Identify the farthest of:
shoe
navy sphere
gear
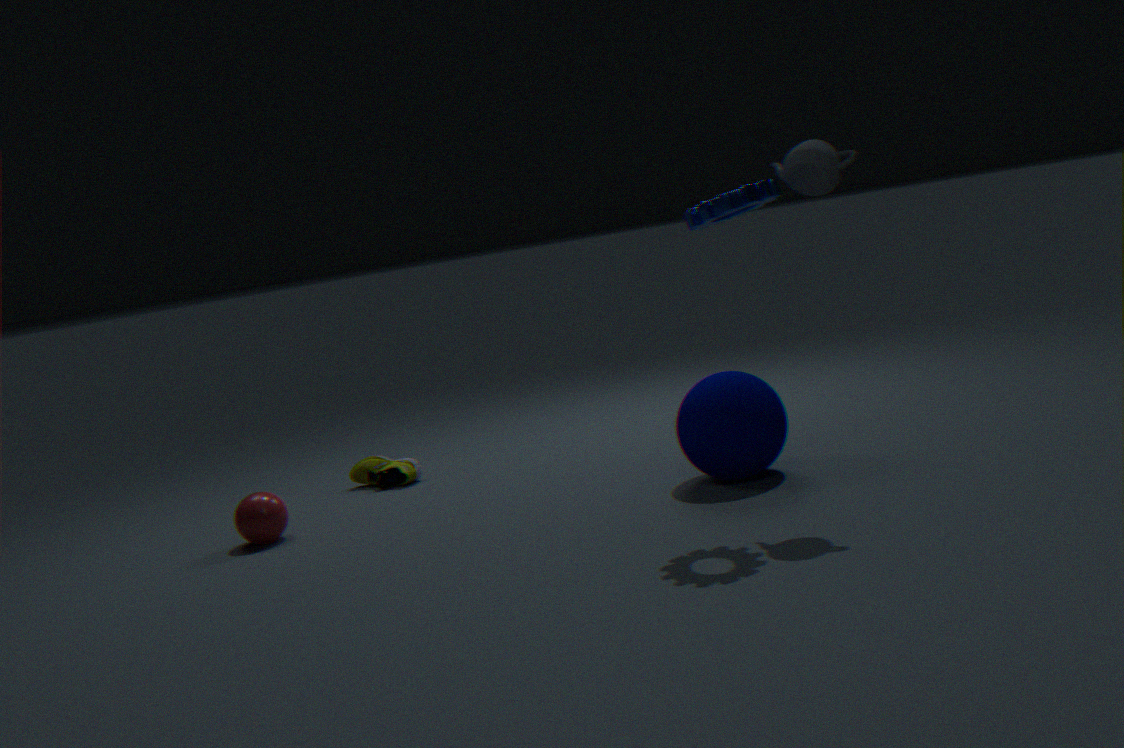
shoe
